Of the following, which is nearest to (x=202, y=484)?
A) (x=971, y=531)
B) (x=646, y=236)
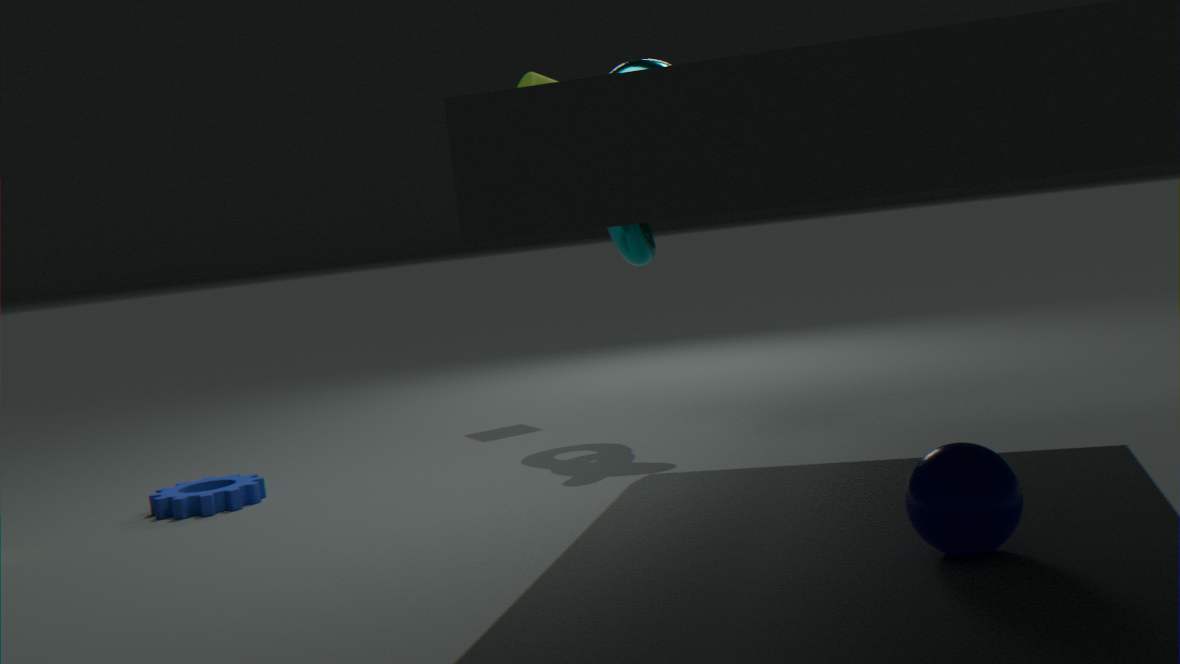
(x=646, y=236)
